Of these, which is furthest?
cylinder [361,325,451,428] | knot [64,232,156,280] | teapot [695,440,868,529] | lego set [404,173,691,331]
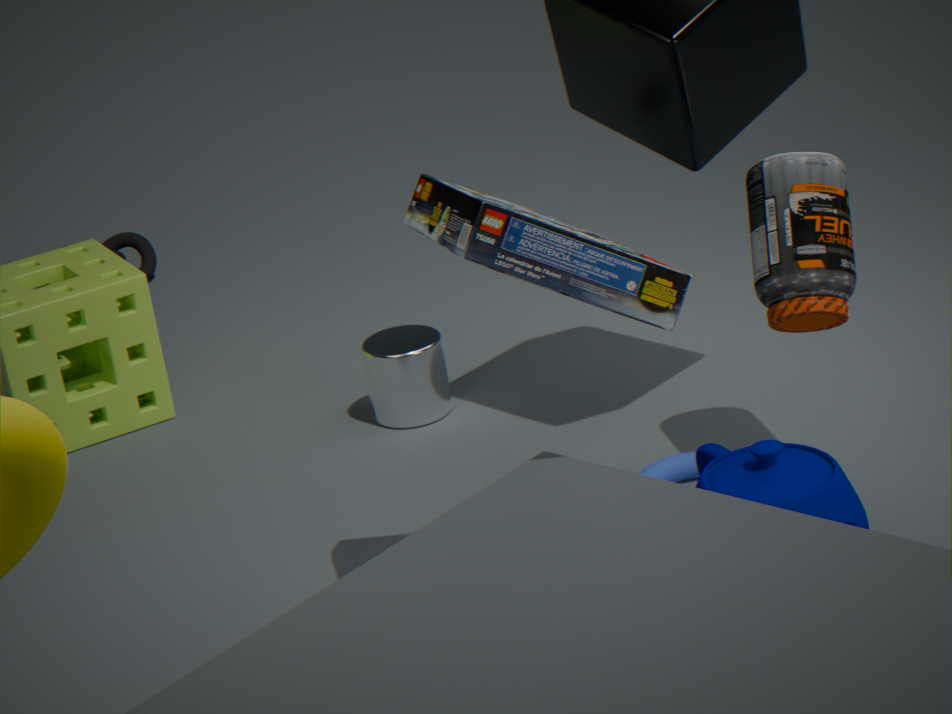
knot [64,232,156,280]
